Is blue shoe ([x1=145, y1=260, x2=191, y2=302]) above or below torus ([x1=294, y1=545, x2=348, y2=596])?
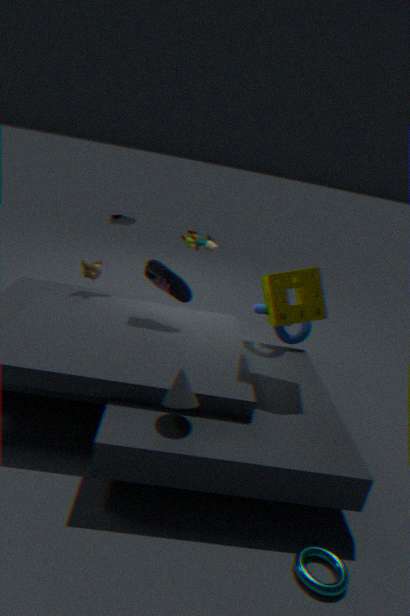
above
